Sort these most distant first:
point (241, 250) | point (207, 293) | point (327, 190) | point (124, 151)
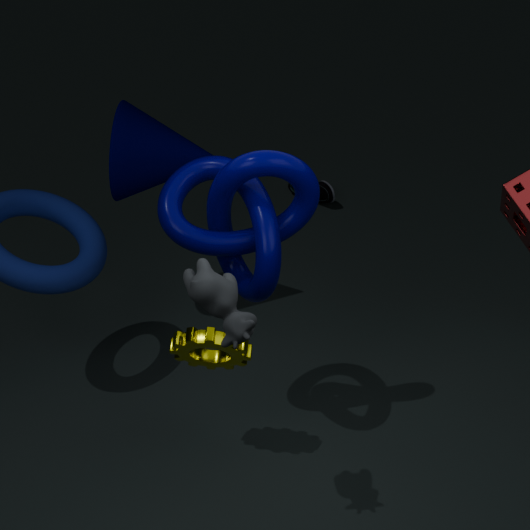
point (327, 190) → point (124, 151) → point (241, 250) → point (207, 293)
